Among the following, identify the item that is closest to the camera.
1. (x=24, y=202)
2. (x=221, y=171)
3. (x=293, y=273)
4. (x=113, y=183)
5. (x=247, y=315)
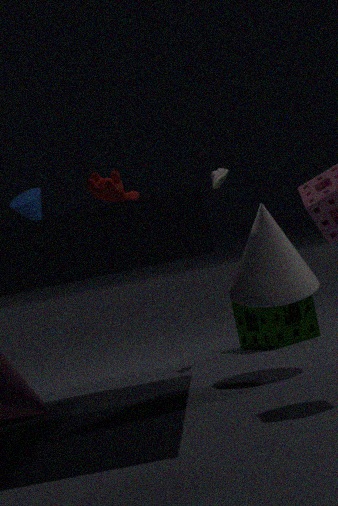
(x=113, y=183)
